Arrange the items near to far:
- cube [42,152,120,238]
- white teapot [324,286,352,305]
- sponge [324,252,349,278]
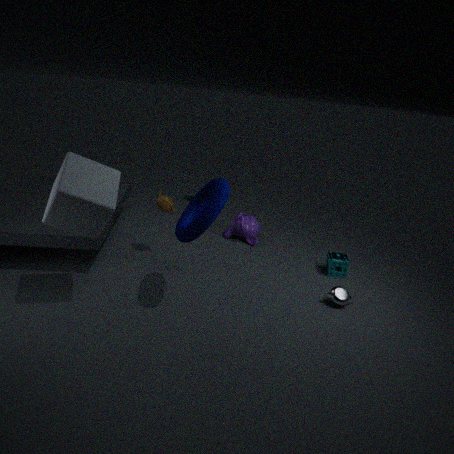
cube [42,152,120,238], white teapot [324,286,352,305], sponge [324,252,349,278]
